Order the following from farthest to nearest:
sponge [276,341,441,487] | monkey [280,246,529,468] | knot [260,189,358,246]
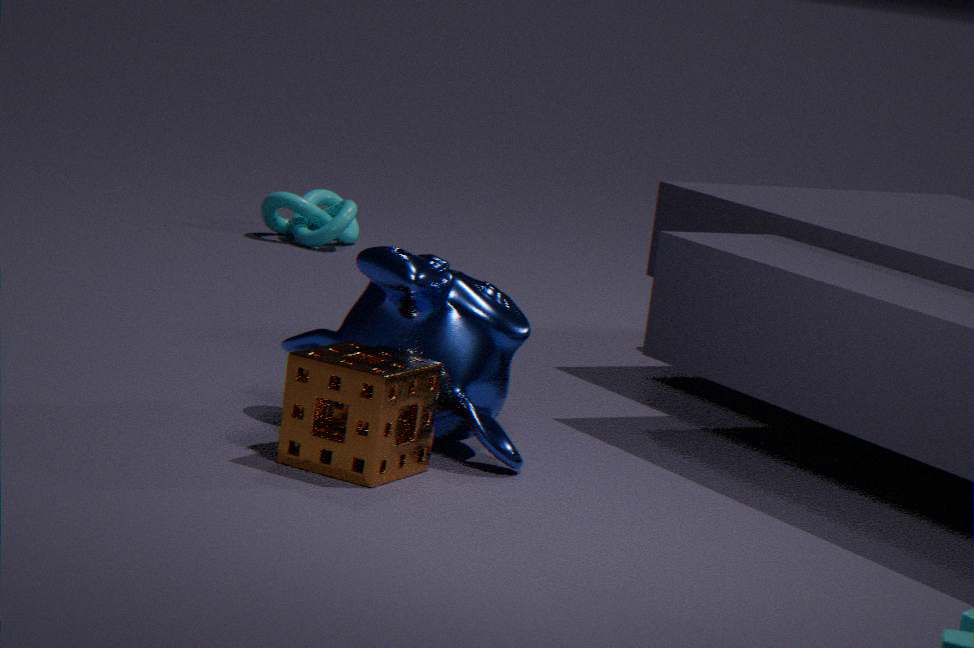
knot [260,189,358,246] < monkey [280,246,529,468] < sponge [276,341,441,487]
